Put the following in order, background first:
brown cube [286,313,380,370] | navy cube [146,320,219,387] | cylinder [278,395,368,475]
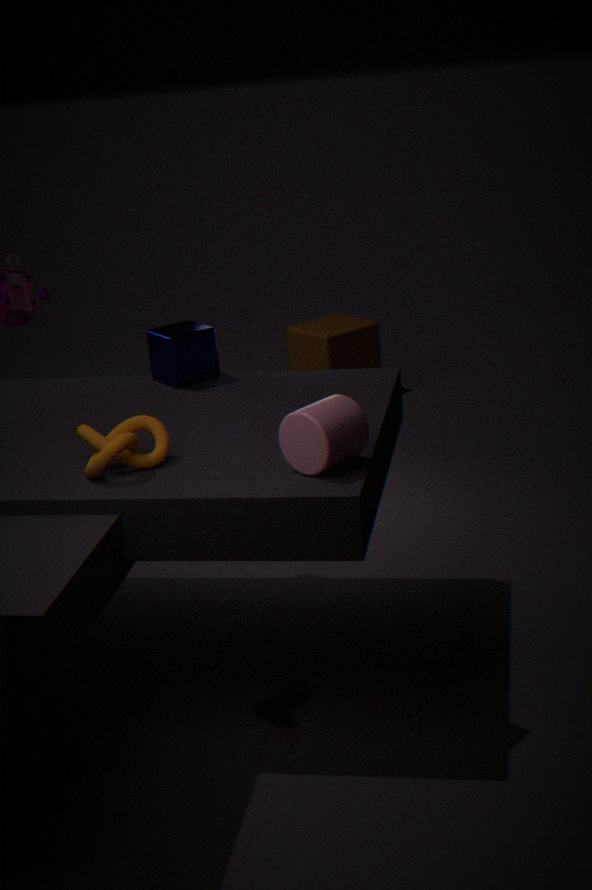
brown cube [286,313,380,370] < navy cube [146,320,219,387] < cylinder [278,395,368,475]
